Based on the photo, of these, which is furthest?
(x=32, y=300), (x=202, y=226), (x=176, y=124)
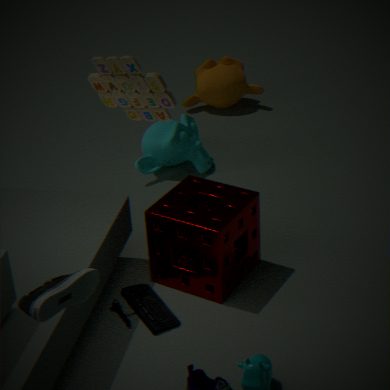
(x=176, y=124)
